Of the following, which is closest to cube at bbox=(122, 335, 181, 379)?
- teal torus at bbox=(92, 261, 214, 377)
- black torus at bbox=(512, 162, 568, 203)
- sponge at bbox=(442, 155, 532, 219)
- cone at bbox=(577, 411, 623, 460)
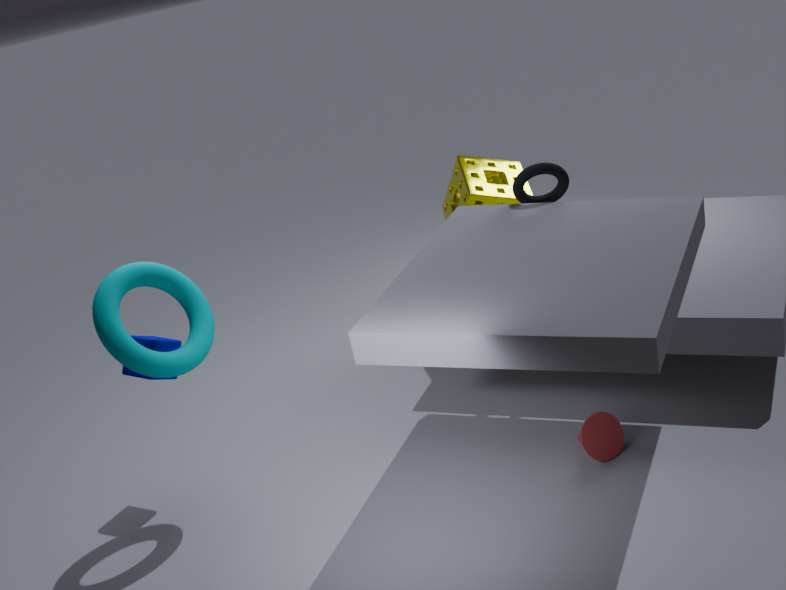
teal torus at bbox=(92, 261, 214, 377)
